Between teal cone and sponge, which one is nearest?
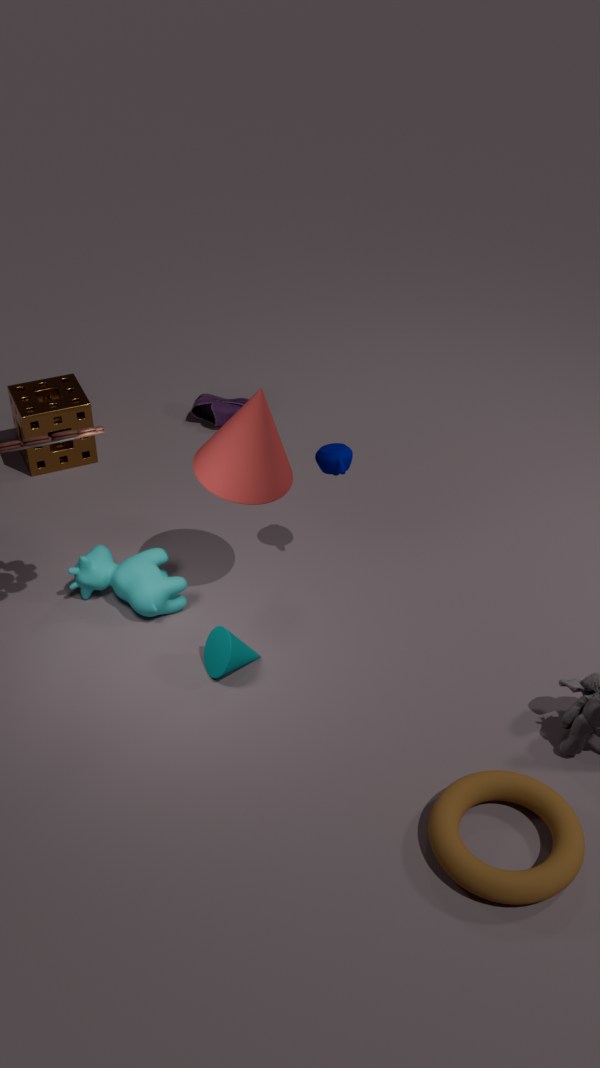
teal cone
